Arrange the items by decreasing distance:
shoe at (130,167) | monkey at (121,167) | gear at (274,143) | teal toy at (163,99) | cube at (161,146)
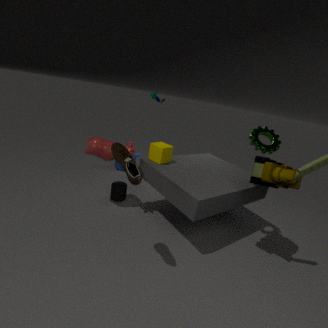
monkey at (121,167) < teal toy at (163,99) < cube at (161,146) < gear at (274,143) < shoe at (130,167)
